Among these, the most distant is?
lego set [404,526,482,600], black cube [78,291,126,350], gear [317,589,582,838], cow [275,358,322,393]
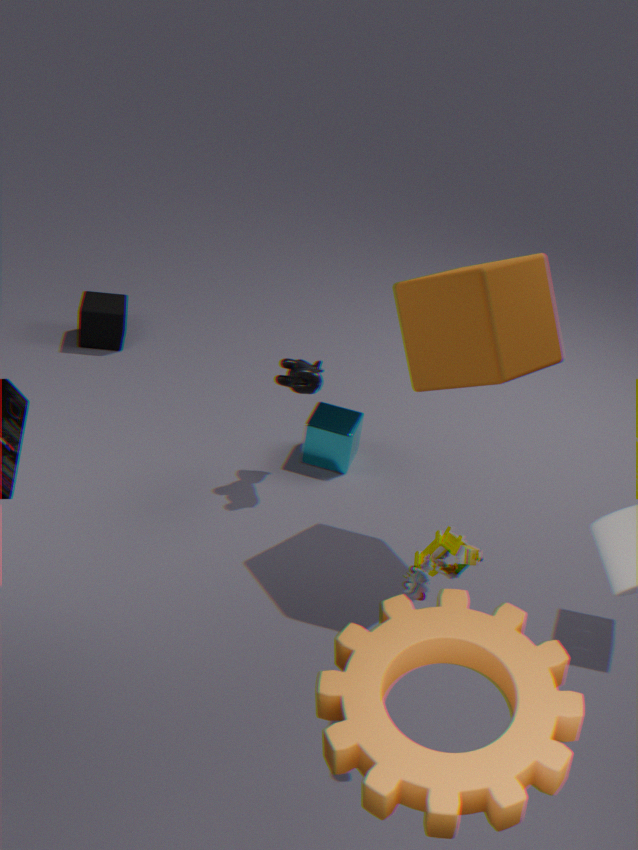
black cube [78,291,126,350]
